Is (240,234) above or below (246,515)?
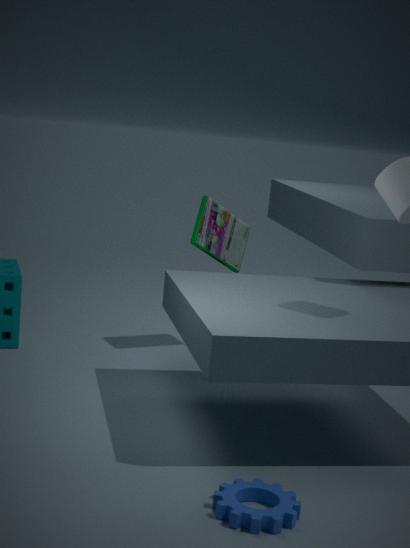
above
